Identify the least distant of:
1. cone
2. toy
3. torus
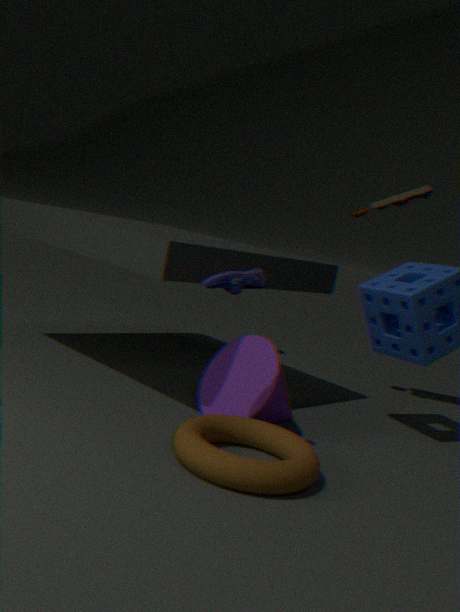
torus
